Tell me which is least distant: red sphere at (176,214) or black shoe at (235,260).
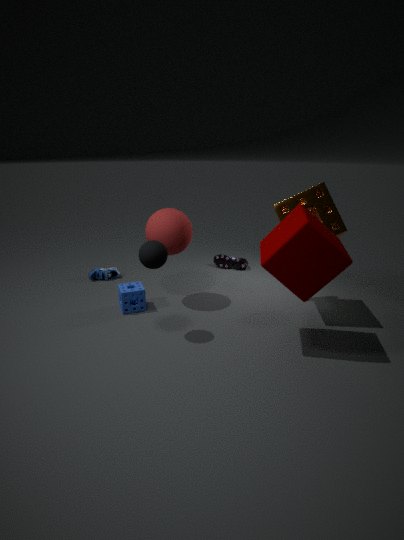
red sphere at (176,214)
